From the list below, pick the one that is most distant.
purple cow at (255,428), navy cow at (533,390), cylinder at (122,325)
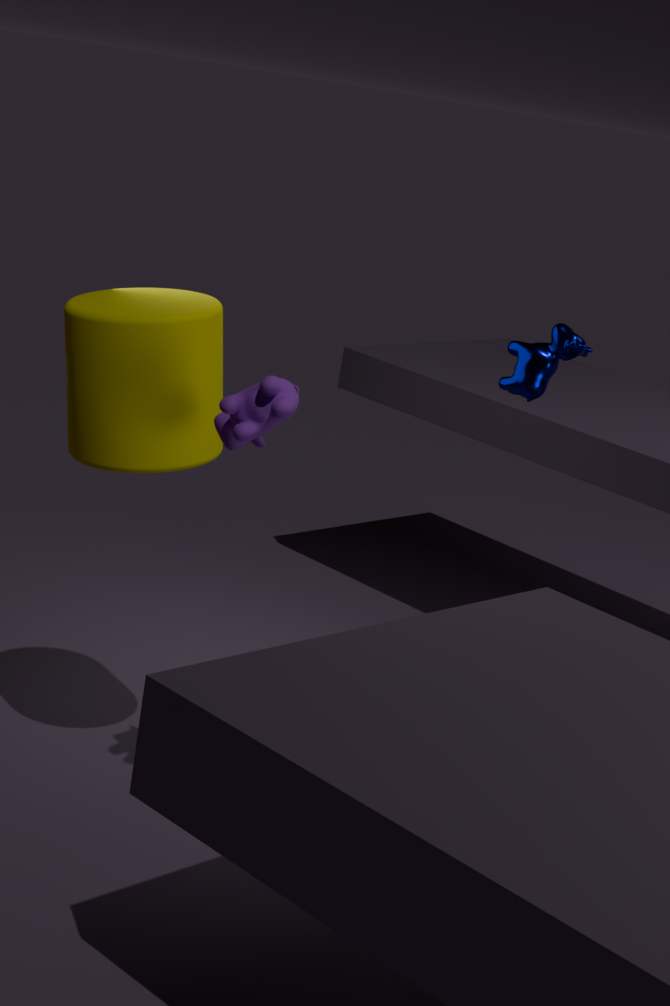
navy cow at (533,390)
